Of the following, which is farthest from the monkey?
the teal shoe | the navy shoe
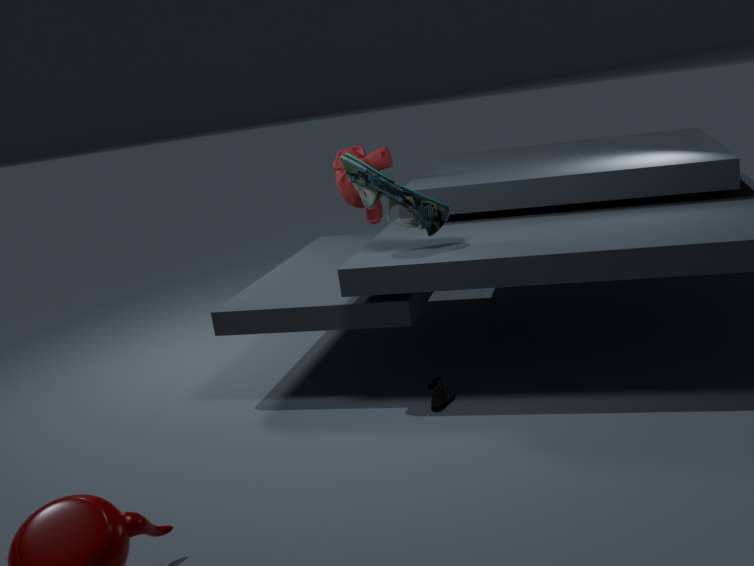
the navy shoe
